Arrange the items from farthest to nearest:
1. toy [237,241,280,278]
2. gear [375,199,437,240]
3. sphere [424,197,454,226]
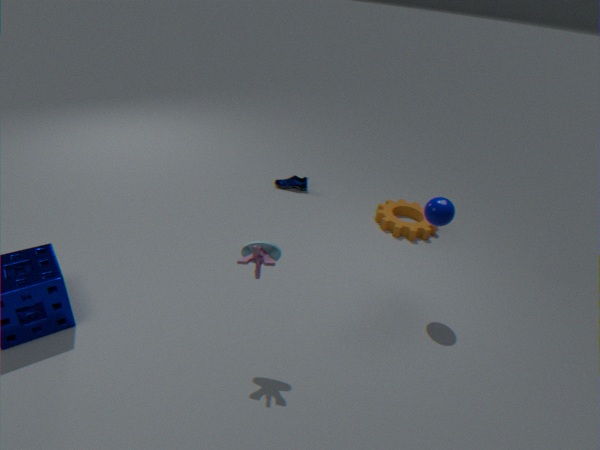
gear [375,199,437,240] < sphere [424,197,454,226] < toy [237,241,280,278]
